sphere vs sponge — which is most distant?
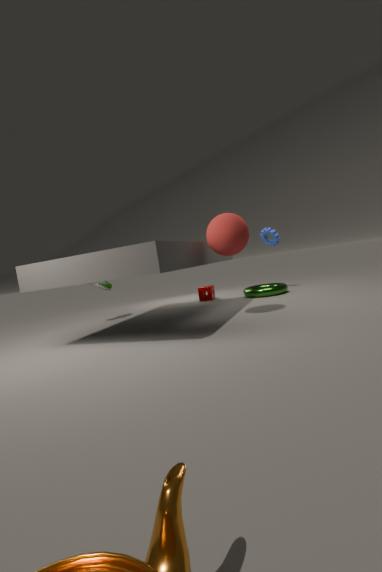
sponge
